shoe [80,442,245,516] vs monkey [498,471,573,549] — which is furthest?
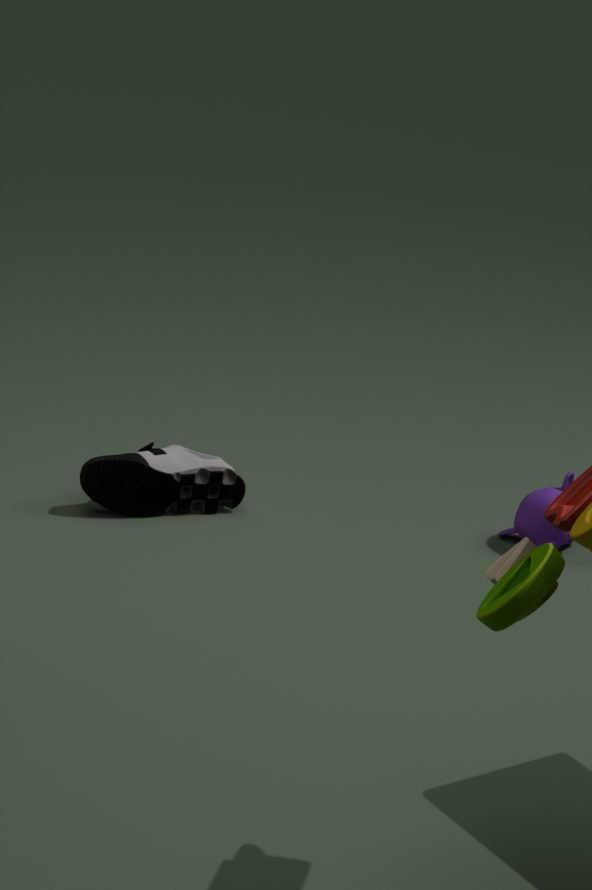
monkey [498,471,573,549]
